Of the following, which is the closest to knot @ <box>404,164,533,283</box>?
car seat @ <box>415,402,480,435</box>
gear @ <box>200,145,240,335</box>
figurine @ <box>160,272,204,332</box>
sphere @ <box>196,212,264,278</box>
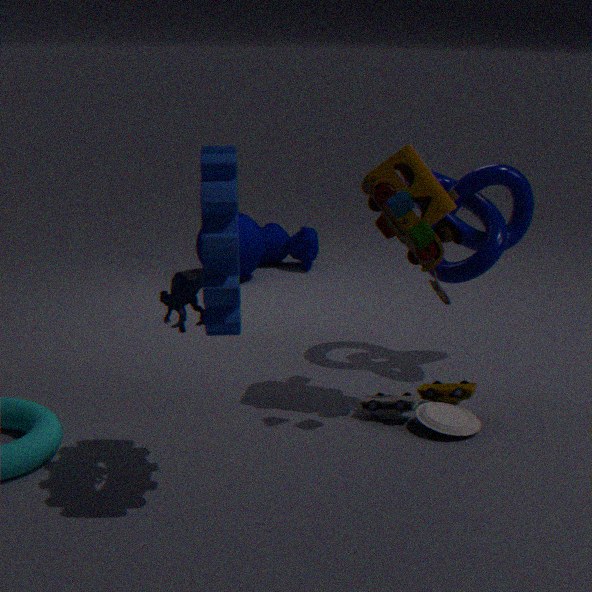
car seat @ <box>415,402,480,435</box>
